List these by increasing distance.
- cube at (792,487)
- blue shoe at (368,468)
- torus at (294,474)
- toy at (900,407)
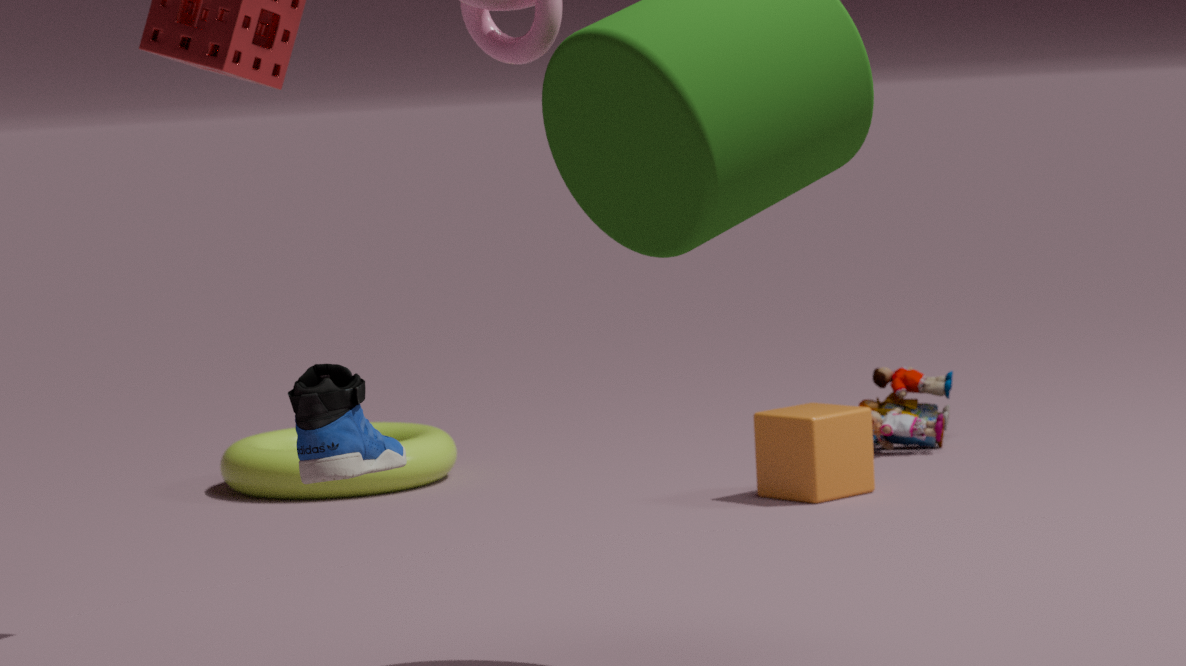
blue shoe at (368,468) → cube at (792,487) → torus at (294,474) → toy at (900,407)
